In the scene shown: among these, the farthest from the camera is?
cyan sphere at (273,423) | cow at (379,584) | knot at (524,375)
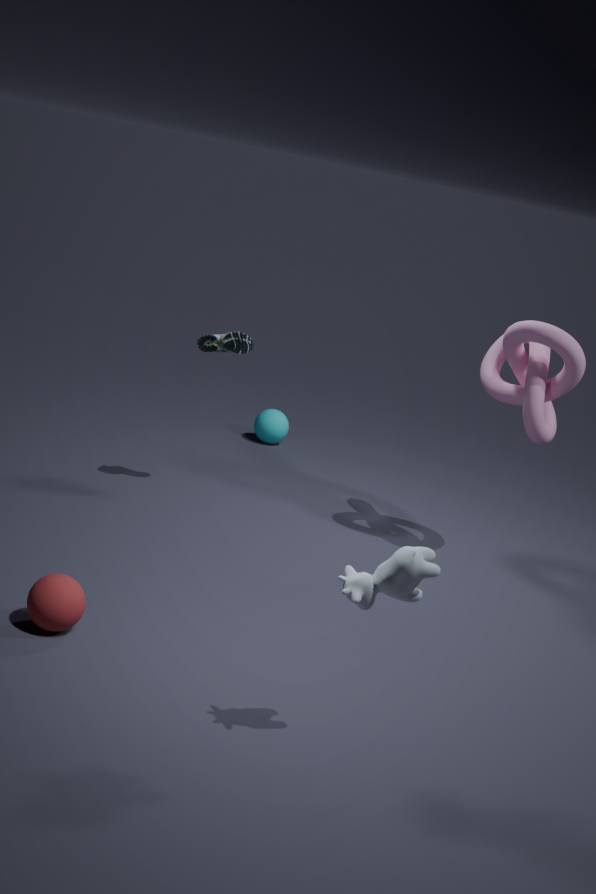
cyan sphere at (273,423)
